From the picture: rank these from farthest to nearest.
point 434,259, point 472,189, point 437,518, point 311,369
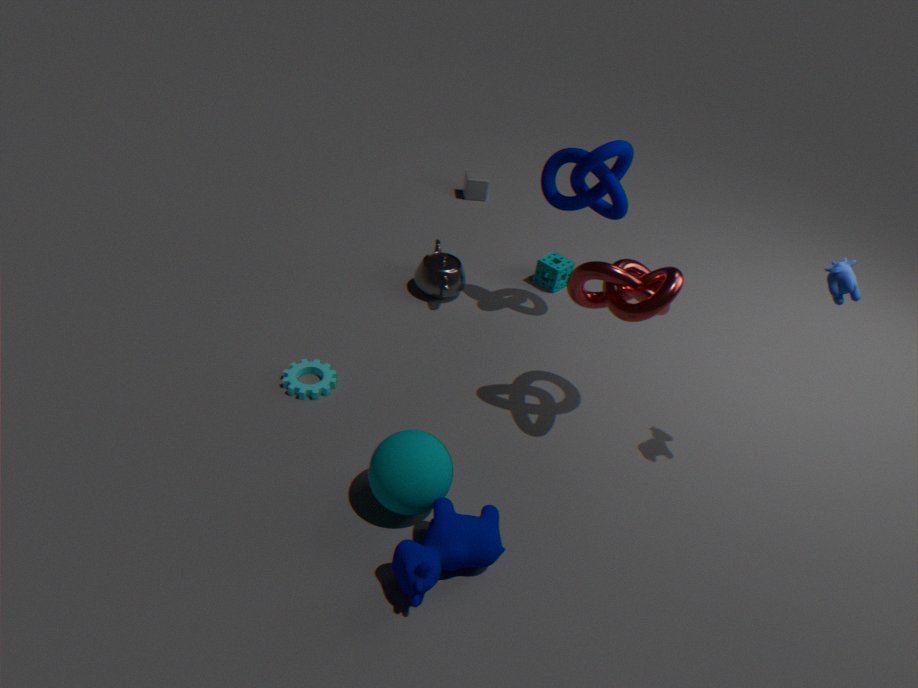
point 472,189 < point 434,259 < point 311,369 < point 437,518
